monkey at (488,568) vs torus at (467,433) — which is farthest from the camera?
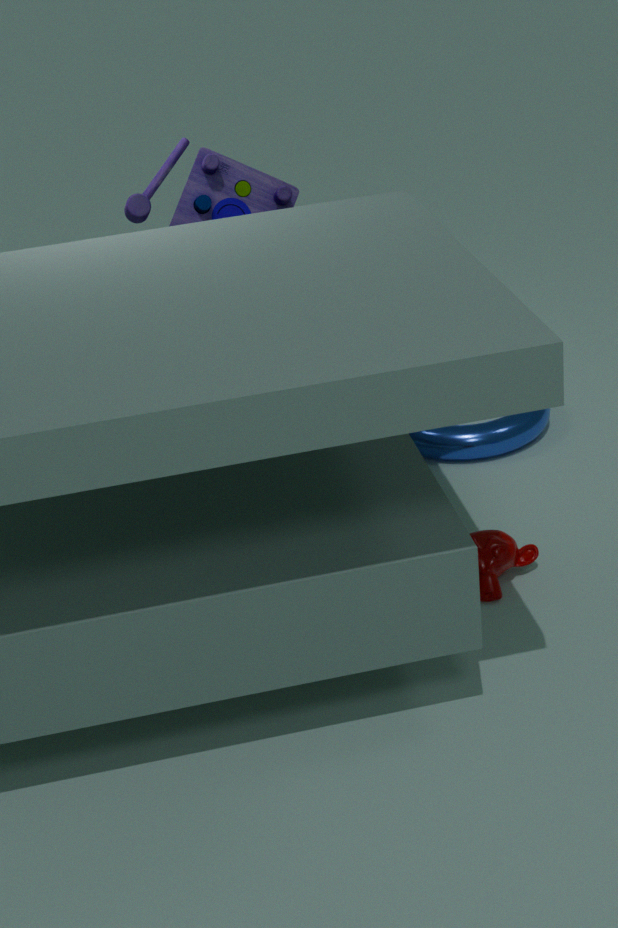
torus at (467,433)
